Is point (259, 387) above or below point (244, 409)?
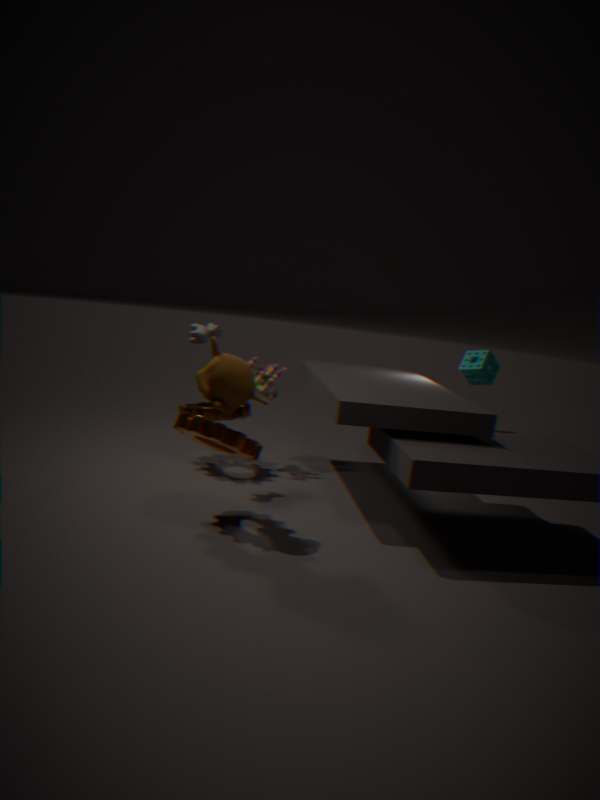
above
